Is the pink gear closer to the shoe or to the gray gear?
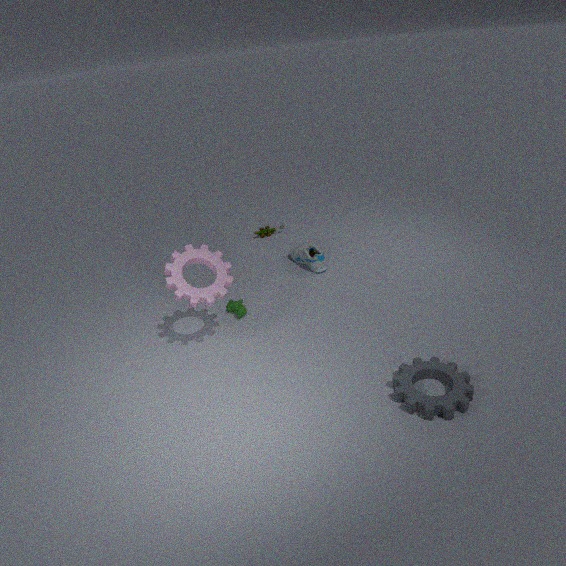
the shoe
